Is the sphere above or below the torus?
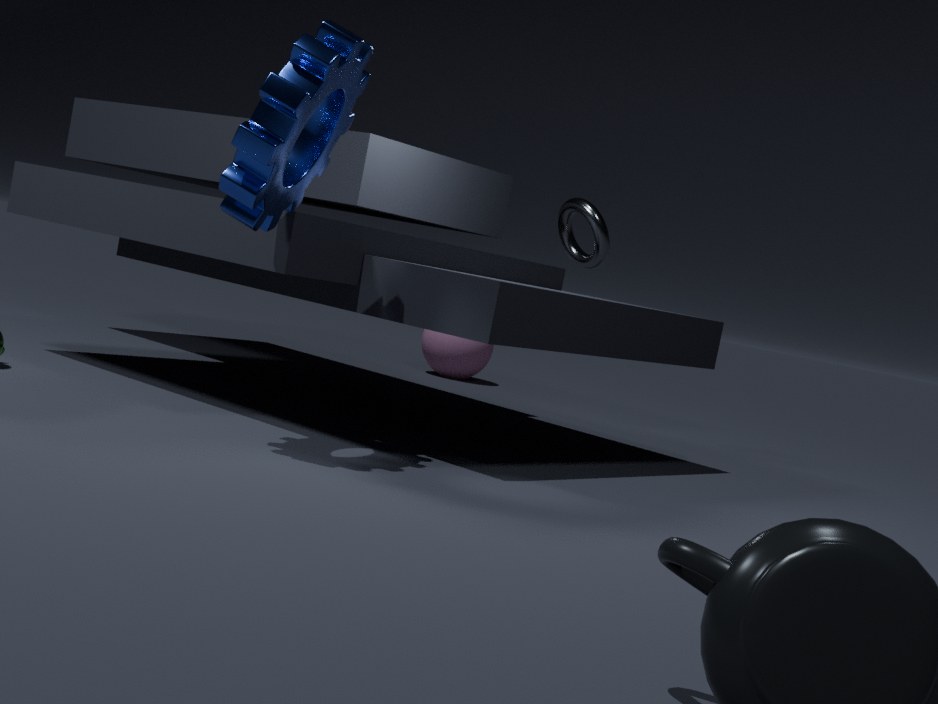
below
